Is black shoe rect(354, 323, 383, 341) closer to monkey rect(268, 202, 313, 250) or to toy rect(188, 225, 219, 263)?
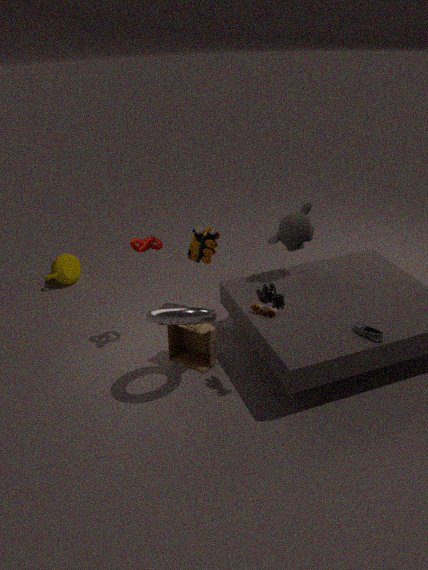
monkey rect(268, 202, 313, 250)
